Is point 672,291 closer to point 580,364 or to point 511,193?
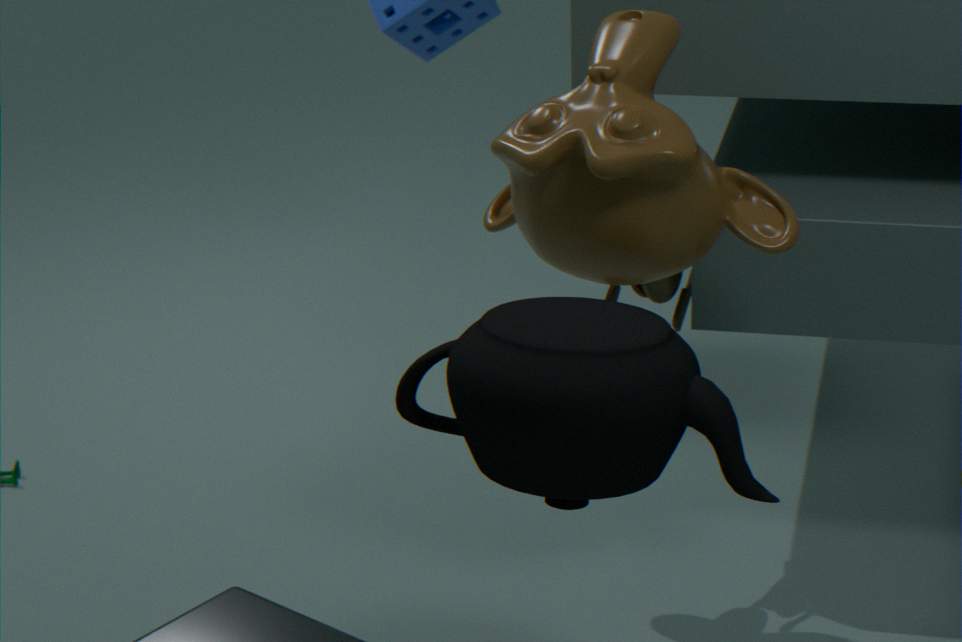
point 511,193
